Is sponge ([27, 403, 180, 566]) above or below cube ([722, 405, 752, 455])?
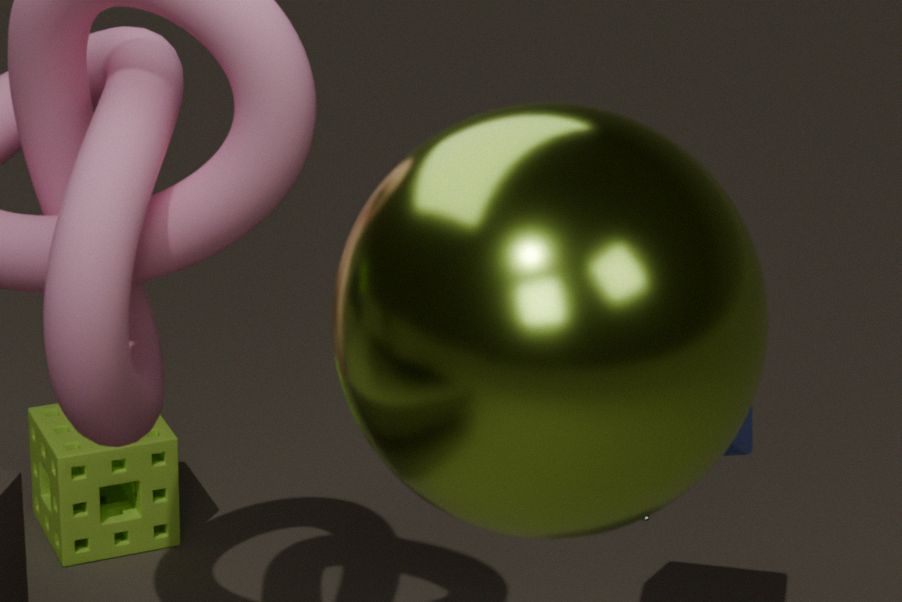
below
